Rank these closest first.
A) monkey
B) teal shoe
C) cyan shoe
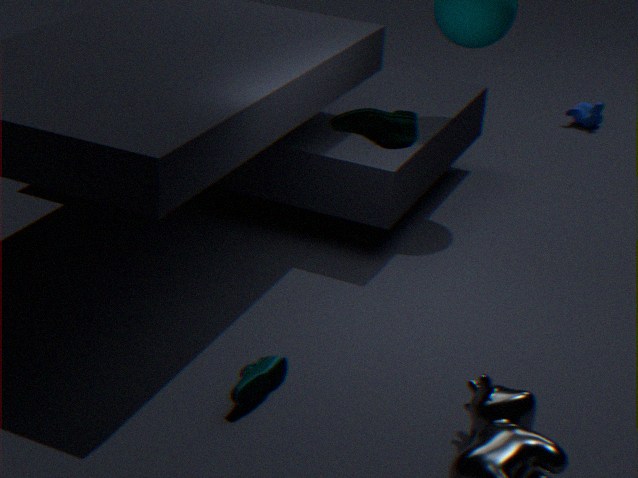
teal shoe → cyan shoe → monkey
